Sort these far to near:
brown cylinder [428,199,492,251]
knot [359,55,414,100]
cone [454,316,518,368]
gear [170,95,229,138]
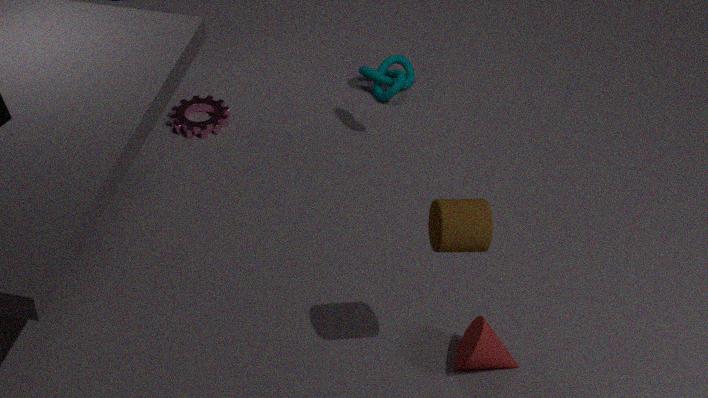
1. knot [359,55,414,100]
2. gear [170,95,229,138]
3. cone [454,316,518,368]
4. brown cylinder [428,199,492,251]
